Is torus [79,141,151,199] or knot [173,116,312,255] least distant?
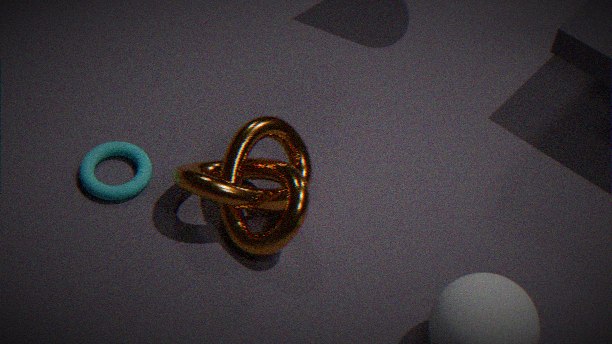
knot [173,116,312,255]
